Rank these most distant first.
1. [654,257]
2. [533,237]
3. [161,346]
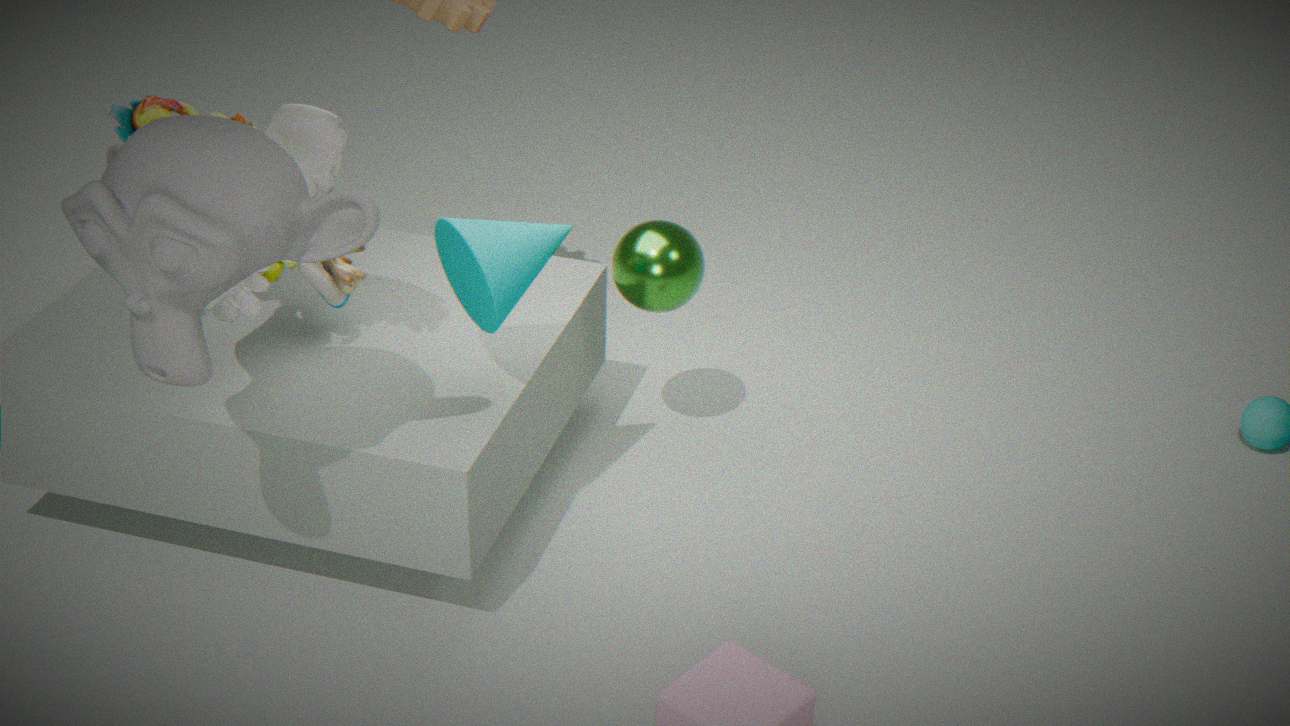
[654,257]
[533,237]
[161,346]
